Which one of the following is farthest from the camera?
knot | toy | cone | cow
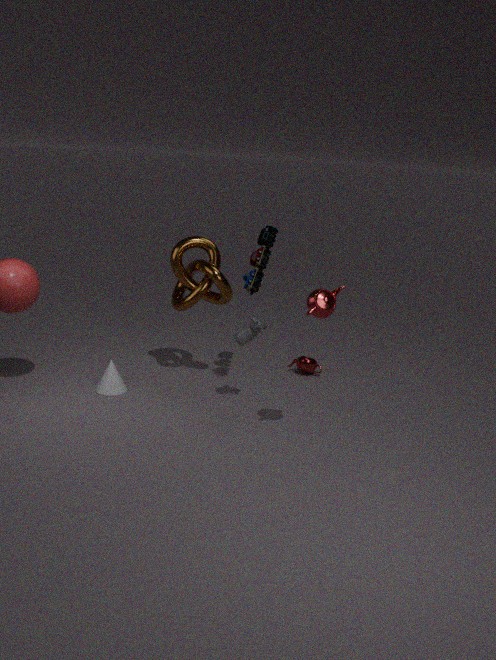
knot
